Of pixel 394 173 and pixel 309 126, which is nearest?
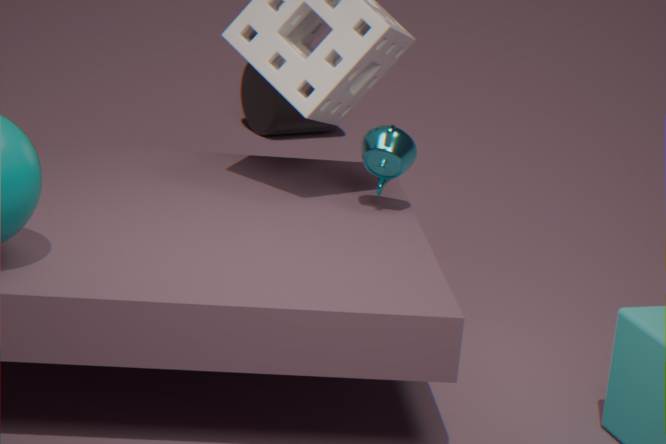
pixel 394 173
